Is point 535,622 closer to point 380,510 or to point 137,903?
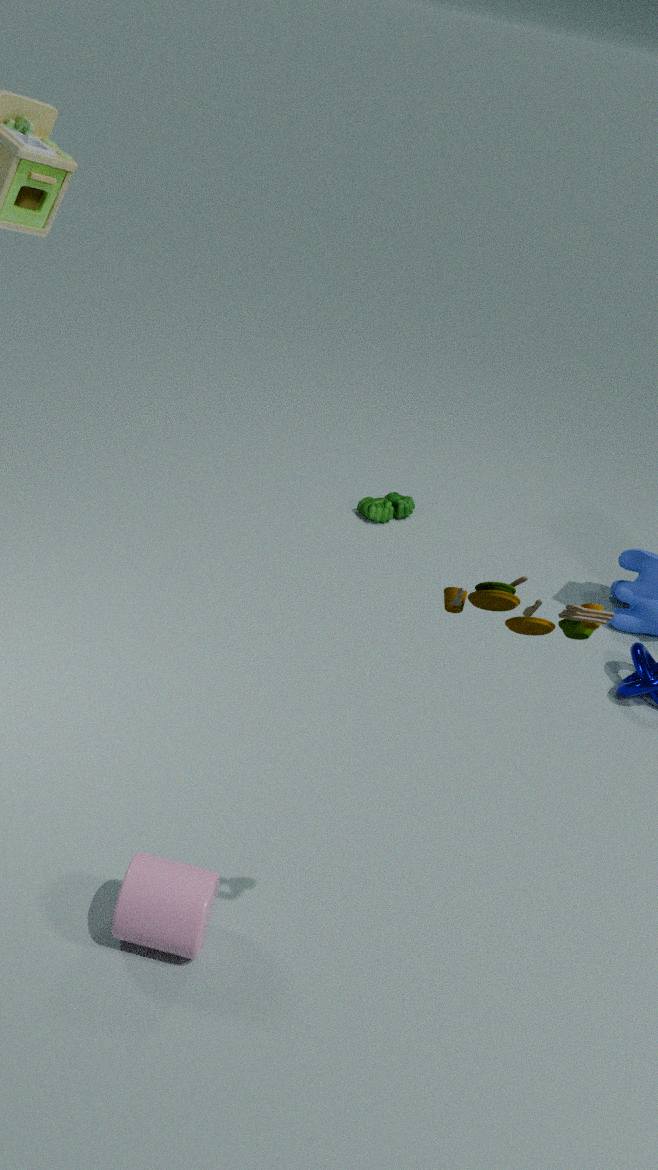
point 137,903
